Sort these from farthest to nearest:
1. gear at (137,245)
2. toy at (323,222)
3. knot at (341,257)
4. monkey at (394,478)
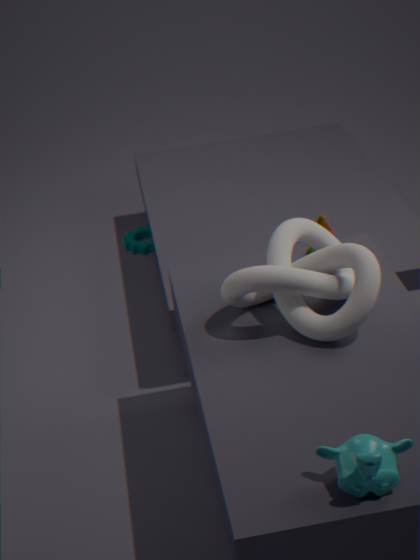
gear at (137,245) → toy at (323,222) → knot at (341,257) → monkey at (394,478)
